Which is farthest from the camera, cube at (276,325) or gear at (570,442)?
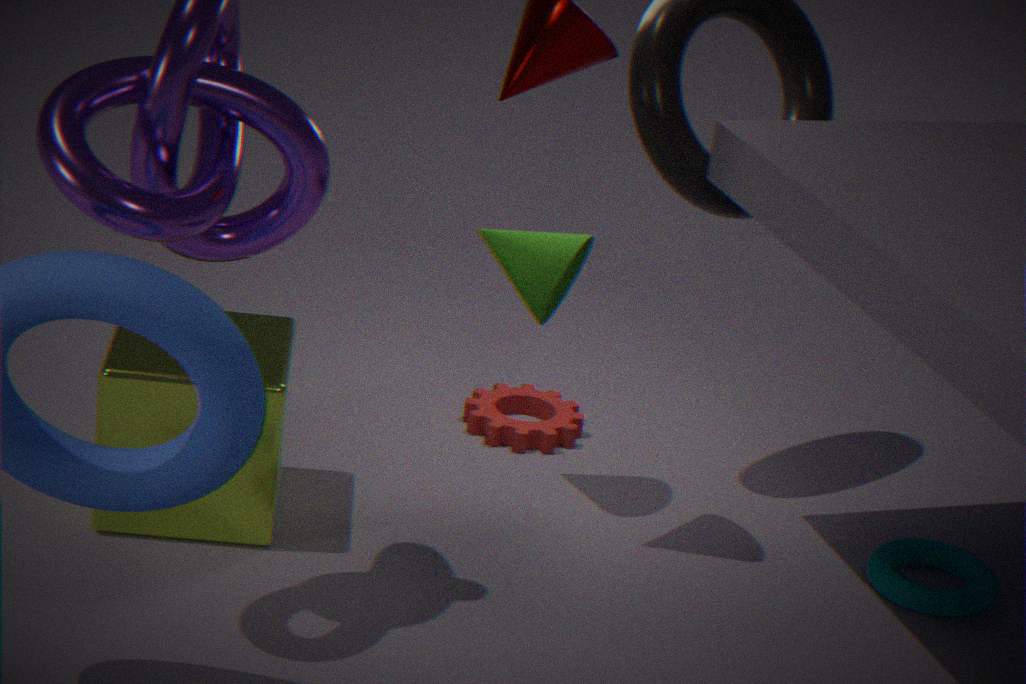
gear at (570,442)
